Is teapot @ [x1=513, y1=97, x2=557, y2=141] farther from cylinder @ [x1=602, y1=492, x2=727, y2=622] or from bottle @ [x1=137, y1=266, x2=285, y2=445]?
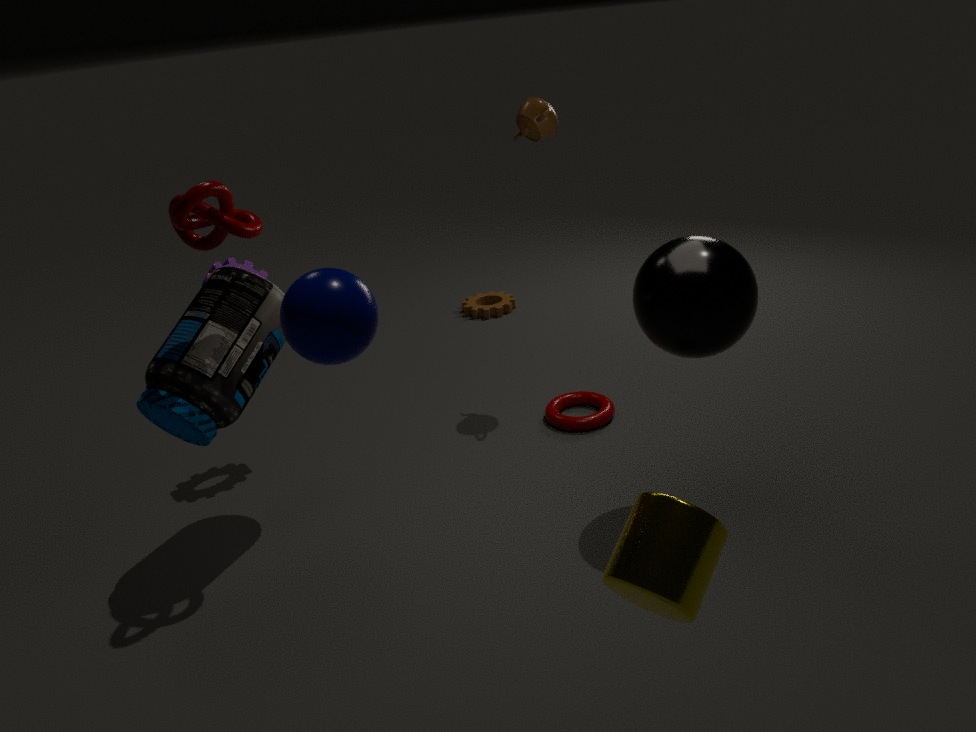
cylinder @ [x1=602, y1=492, x2=727, y2=622]
